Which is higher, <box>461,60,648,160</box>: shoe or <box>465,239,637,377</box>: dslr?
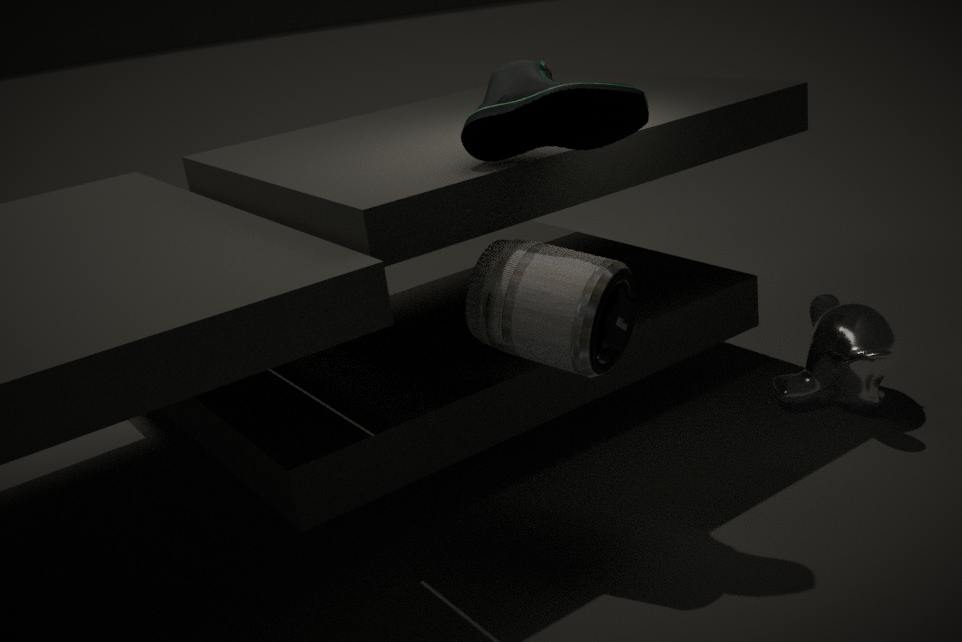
<box>461,60,648,160</box>: shoe
